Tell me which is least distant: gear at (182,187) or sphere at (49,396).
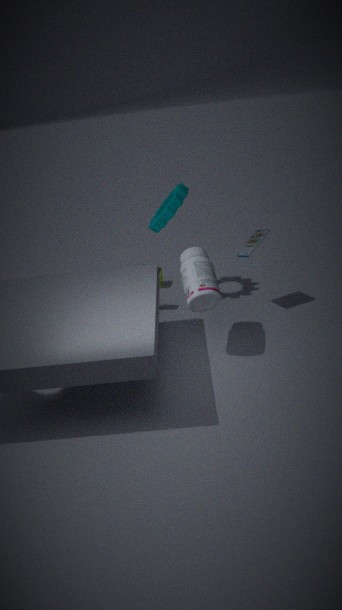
sphere at (49,396)
